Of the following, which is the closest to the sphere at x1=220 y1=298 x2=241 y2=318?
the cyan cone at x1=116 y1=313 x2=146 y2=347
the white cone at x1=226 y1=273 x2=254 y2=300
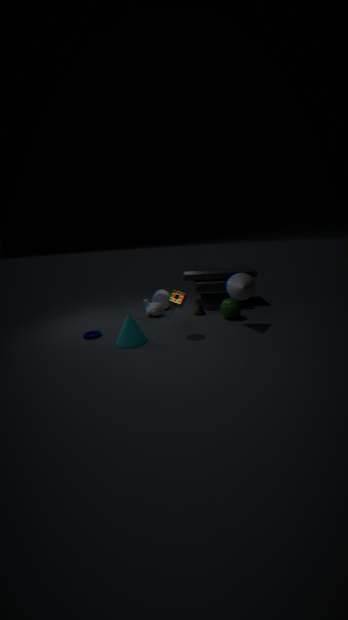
the white cone at x1=226 y1=273 x2=254 y2=300
